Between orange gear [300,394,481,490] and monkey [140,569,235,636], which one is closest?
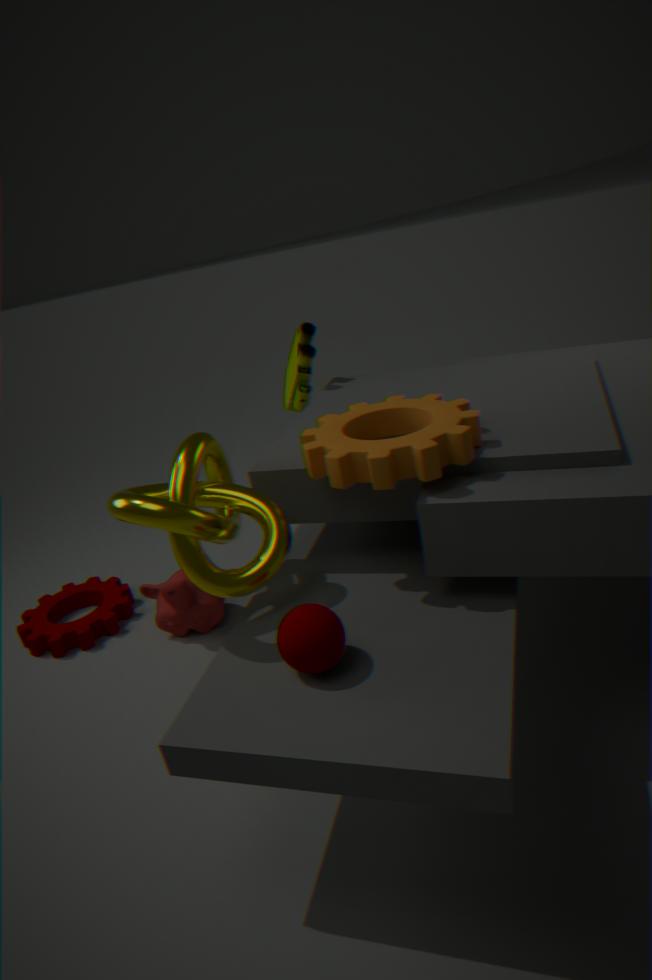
orange gear [300,394,481,490]
